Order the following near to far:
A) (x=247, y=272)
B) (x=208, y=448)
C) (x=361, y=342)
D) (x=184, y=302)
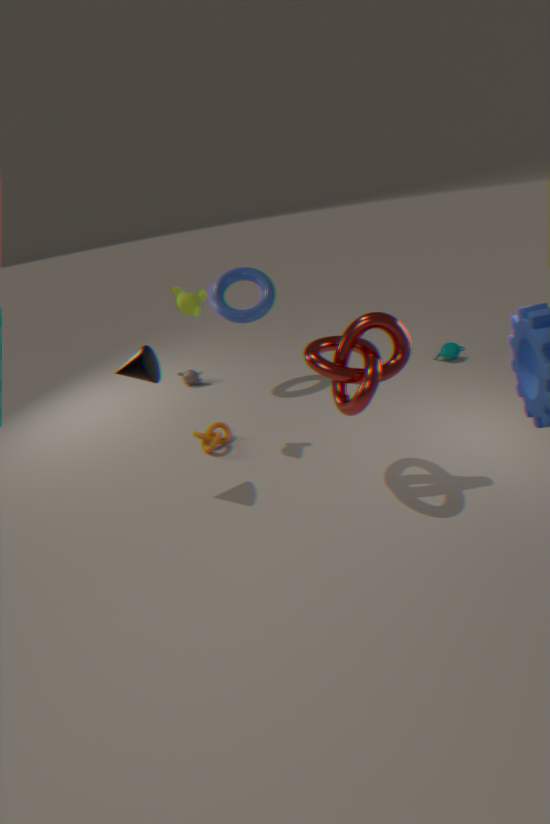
(x=361, y=342) < (x=184, y=302) < (x=208, y=448) < (x=247, y=272)
